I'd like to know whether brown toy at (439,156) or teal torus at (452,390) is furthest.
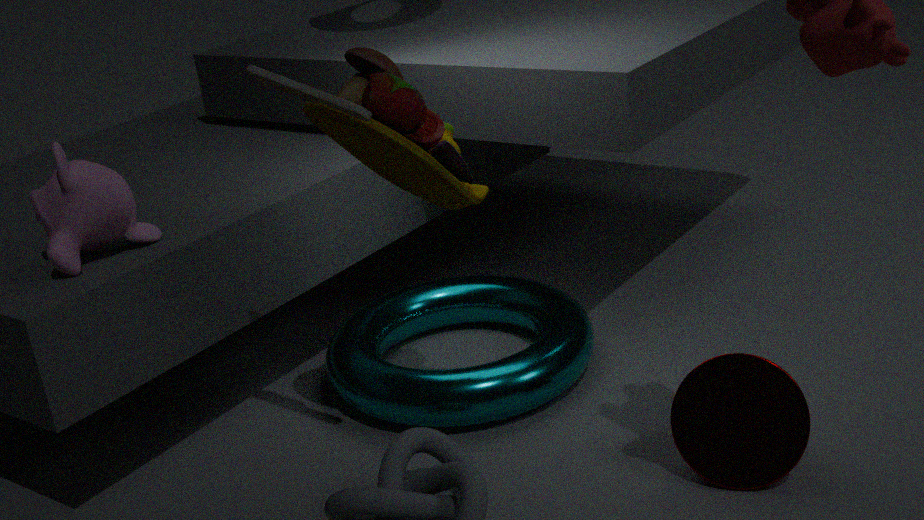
teal torus at (452,390)
